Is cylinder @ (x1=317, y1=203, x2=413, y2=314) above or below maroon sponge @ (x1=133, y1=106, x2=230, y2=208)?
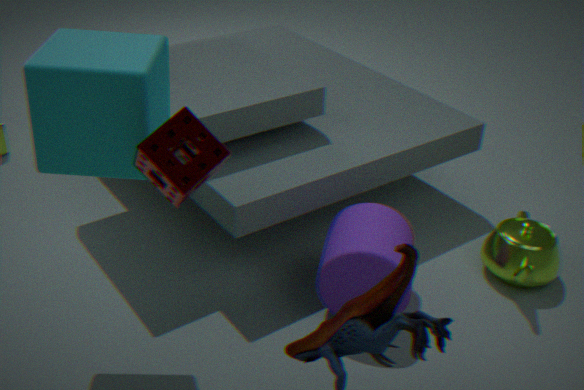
below
